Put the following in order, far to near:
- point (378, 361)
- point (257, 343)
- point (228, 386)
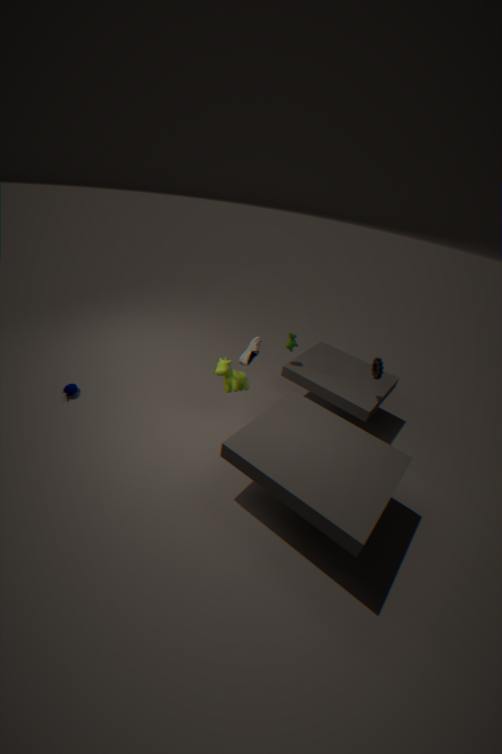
1. point (378, 361)
2. point (228, 386)
3. point (257, 343)
